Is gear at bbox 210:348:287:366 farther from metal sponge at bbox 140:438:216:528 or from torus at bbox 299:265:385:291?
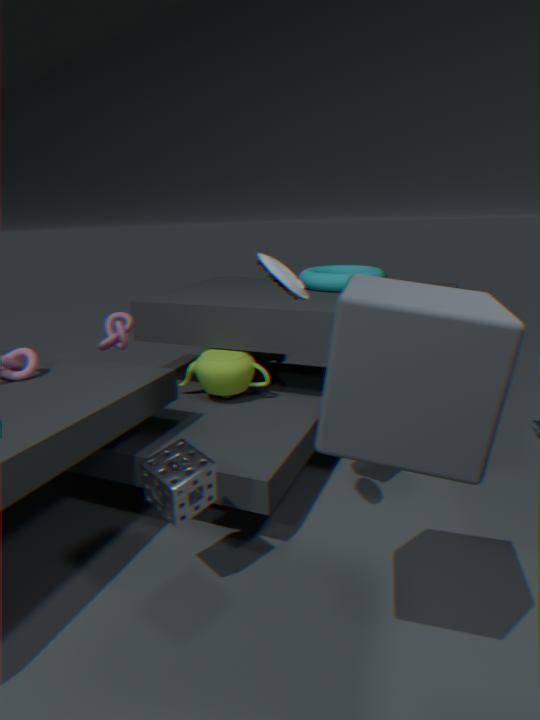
metal sponge at bbox 140:438:216:528
